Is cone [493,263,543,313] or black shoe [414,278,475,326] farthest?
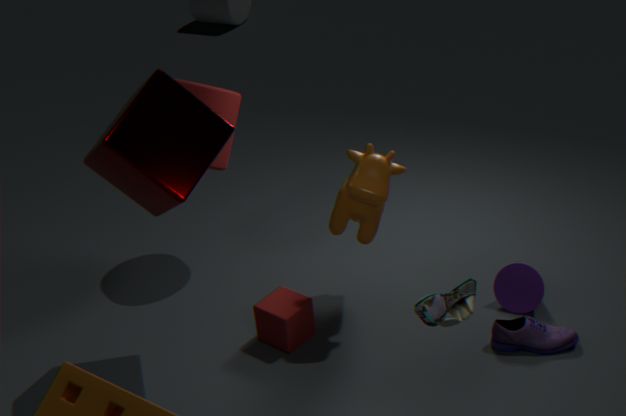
cone [493,263,543,313]
